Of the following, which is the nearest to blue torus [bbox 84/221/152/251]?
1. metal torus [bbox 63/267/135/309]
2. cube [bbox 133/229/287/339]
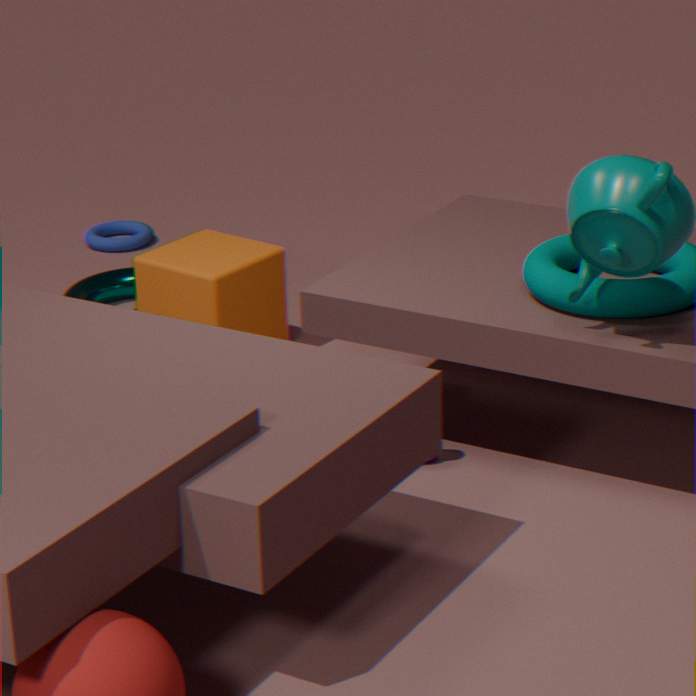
metal torus [bbox 63/267/135/309]
